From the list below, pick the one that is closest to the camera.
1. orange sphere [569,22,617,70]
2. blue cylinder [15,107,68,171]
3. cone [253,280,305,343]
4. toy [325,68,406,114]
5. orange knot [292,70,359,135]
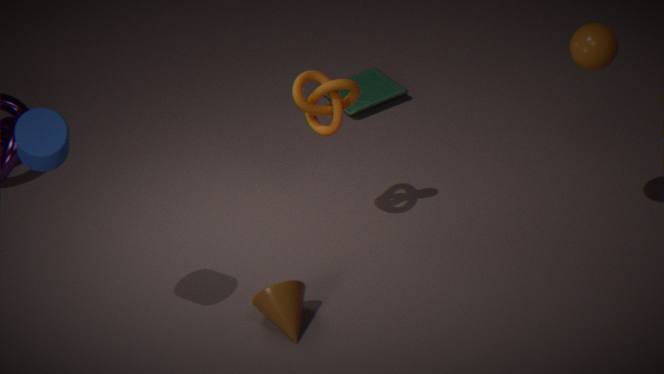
blue cylinder [15,107,68,171]
